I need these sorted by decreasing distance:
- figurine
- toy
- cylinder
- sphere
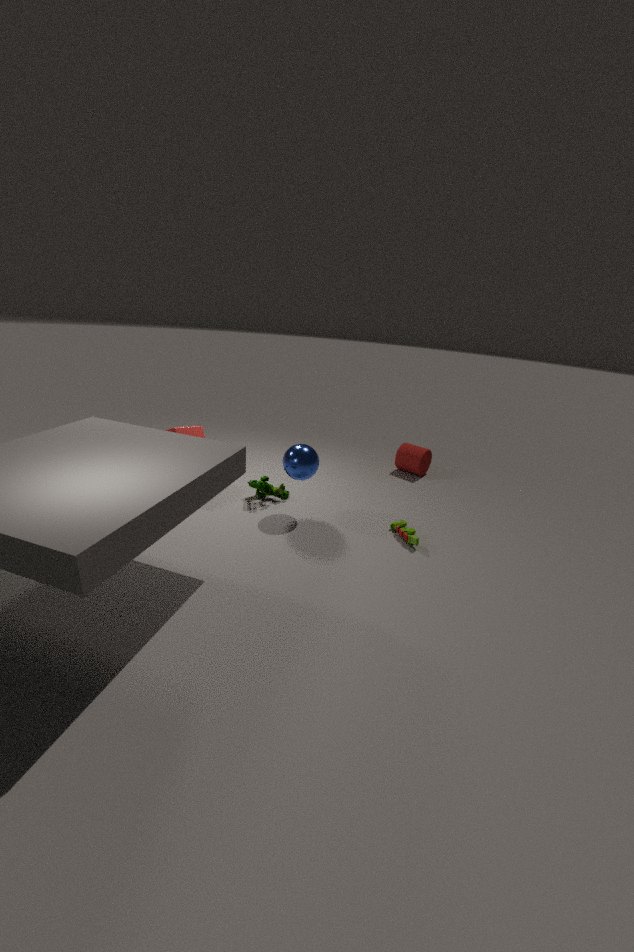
cylinder
figurine
sphere
toy
